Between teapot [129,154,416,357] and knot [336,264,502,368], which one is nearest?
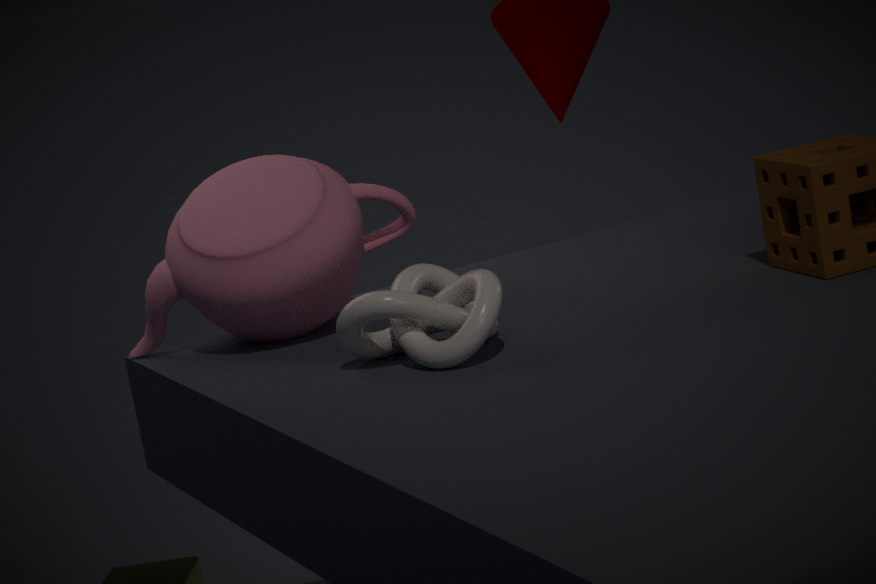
knot [336,264,502,368]
